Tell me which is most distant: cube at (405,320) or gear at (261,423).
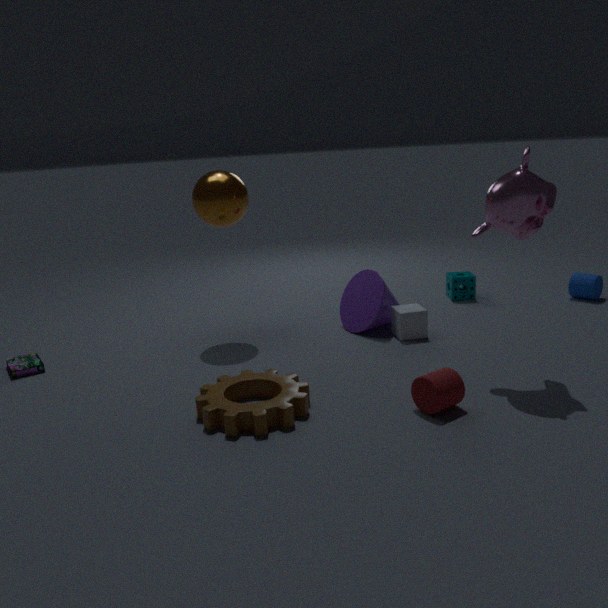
cube at (405,320)
